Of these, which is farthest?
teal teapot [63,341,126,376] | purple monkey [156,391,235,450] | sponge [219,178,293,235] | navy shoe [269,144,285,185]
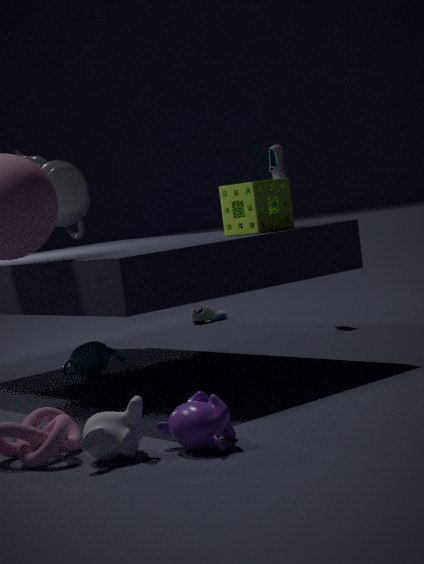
navy shoe [269,144,285,185]
